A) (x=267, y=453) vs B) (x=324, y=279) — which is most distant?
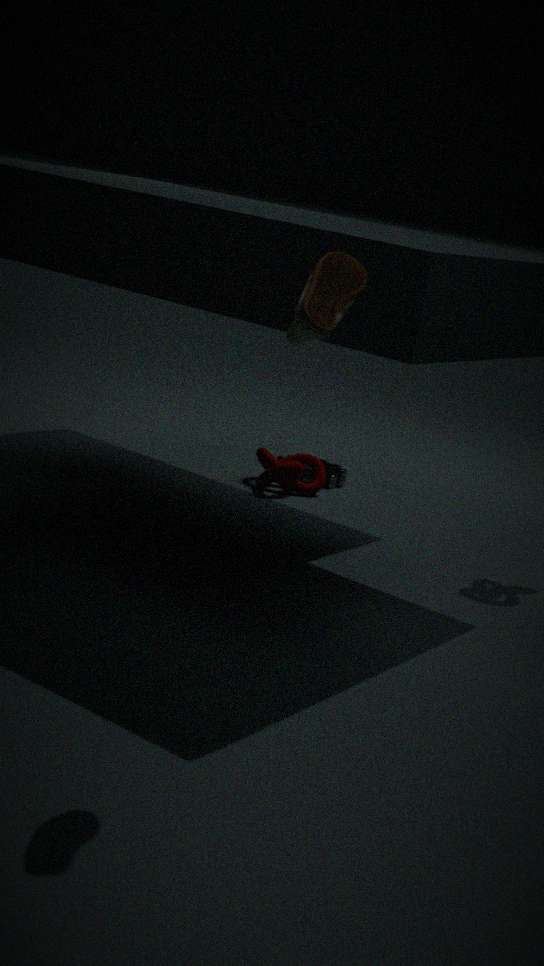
A. (x=267, y=453)
